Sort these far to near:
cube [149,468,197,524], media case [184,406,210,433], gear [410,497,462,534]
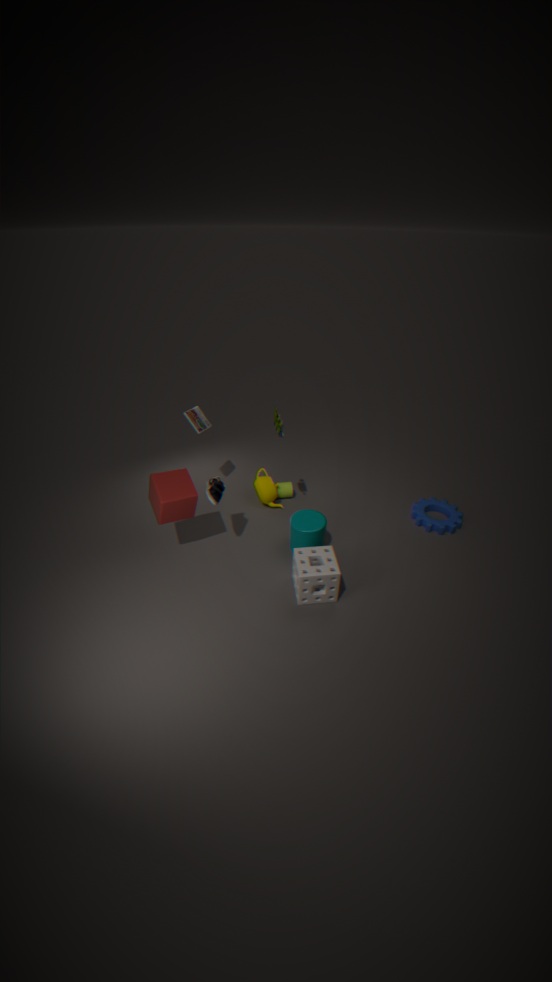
media case [184,406,210,433]
gear [410,497,462,534]
cube [149,468,197,524]
